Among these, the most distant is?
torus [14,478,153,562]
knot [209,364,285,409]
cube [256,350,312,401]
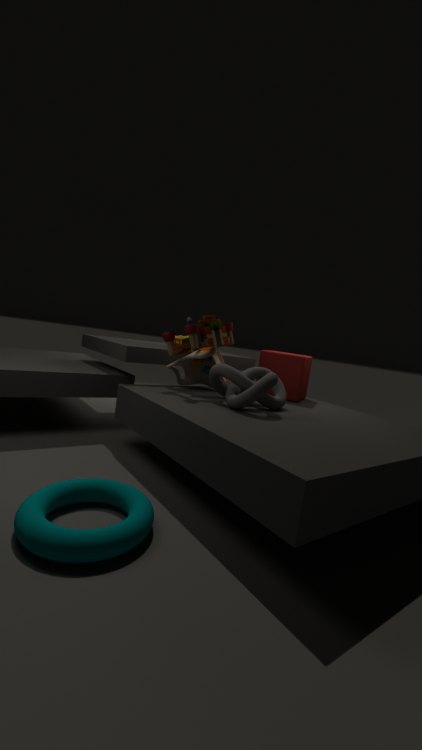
cube [256,350,312,401]
